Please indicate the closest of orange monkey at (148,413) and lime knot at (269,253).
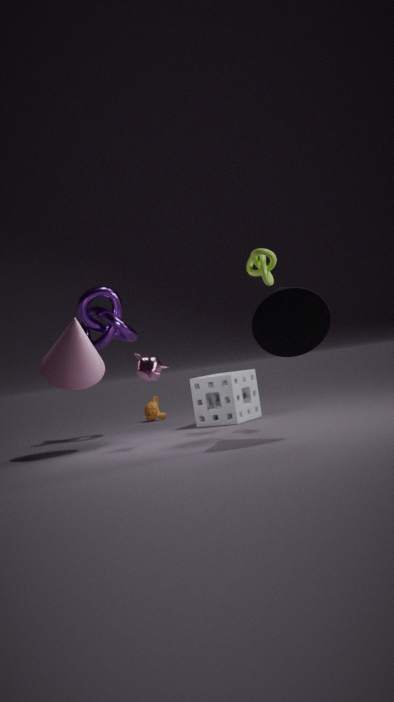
lime knot at (269,253)
